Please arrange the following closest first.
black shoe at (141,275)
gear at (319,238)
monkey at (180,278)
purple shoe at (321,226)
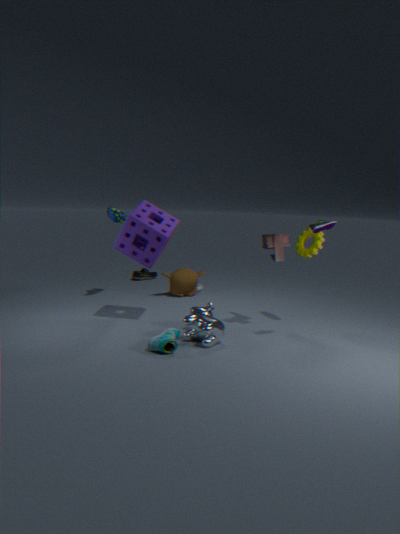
1. purple shoe at (321,226)
2. gear at (319,238)
3. monkey at (180,278)
4. black shoe at (141,275)
